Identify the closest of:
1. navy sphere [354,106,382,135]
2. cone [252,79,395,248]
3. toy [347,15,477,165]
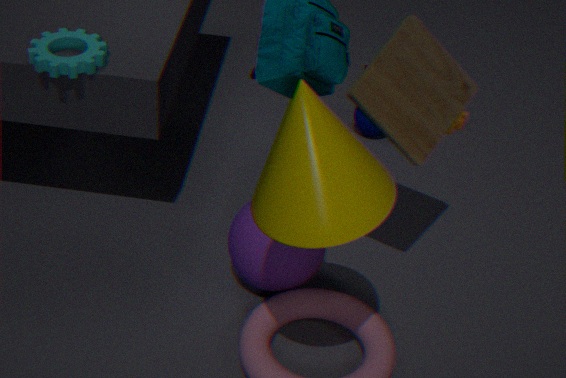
cone [252,79,395,248]
